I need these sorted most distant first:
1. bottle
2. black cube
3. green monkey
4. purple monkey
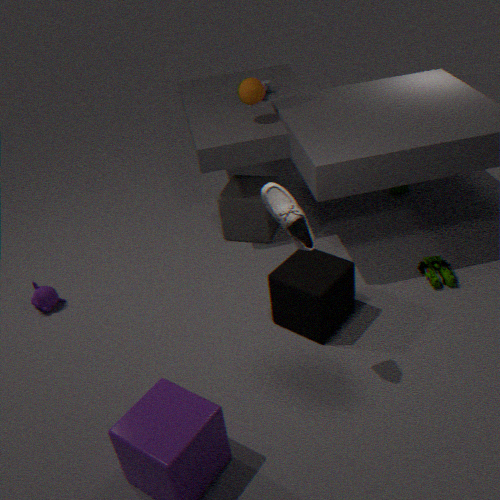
green monkey, purple monkey, black cube, bottle
